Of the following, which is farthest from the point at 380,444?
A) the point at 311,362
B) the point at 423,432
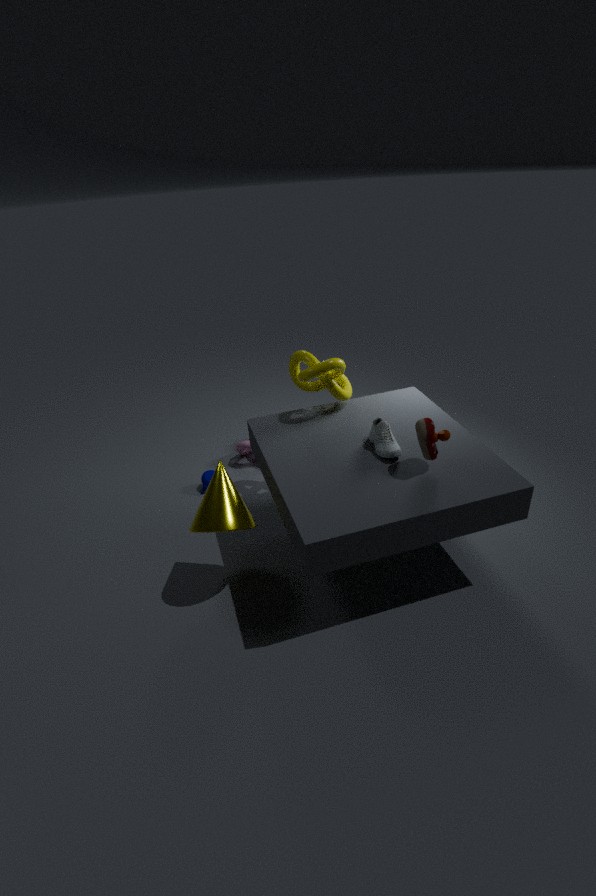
the point at 311,362
